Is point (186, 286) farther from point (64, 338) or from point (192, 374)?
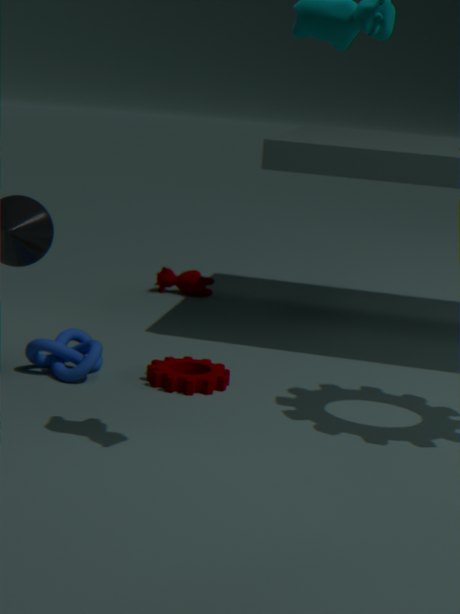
point (64, 338)
